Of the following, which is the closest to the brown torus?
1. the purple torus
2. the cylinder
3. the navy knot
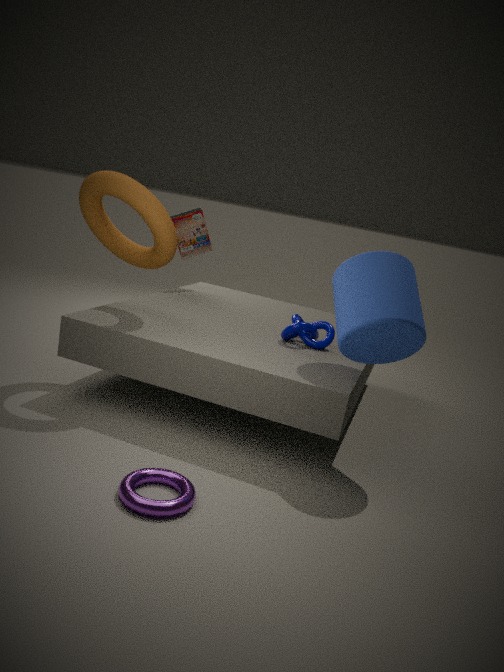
the navy knot
